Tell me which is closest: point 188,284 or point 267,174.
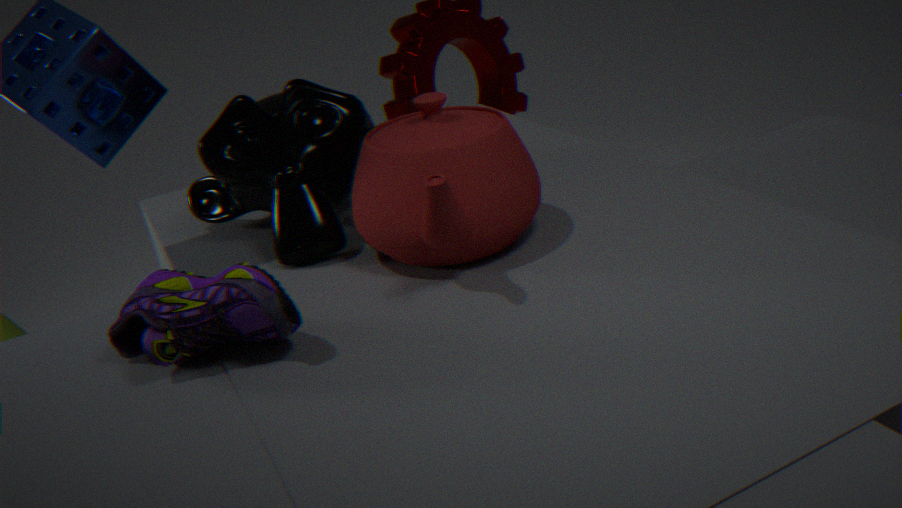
point 188,284
